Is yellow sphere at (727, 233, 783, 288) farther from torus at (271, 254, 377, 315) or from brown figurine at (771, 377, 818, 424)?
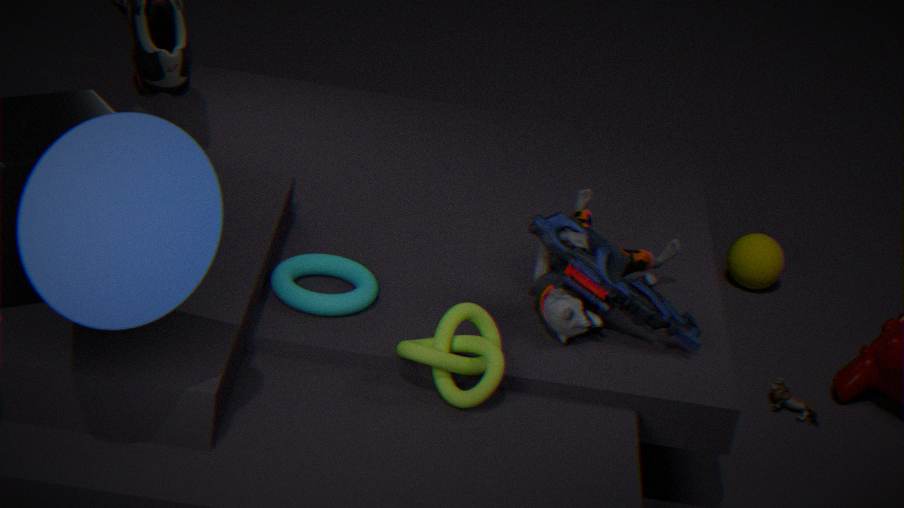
torus at (271, 254, 377, 315)
